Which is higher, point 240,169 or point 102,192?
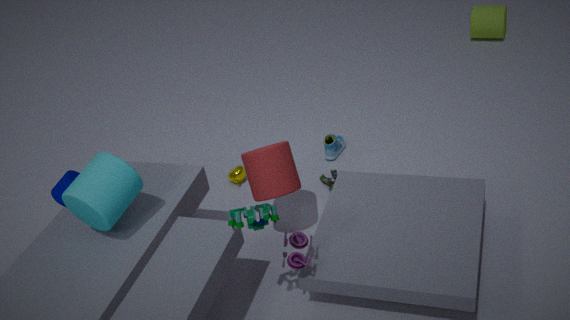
point 102,192
